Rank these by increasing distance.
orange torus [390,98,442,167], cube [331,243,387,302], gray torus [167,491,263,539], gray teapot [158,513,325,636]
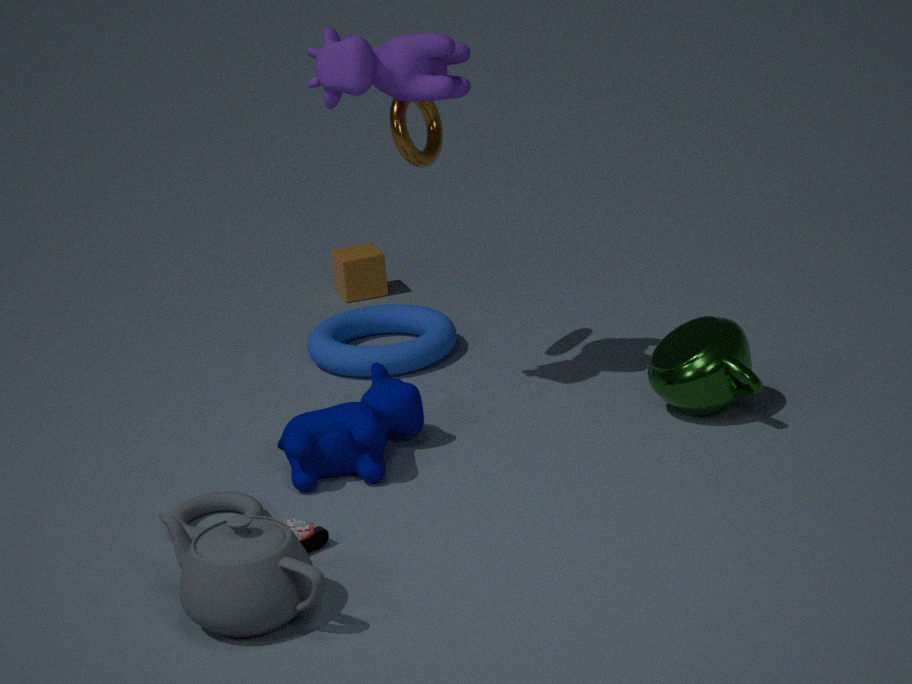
gray teapot [158,513,325,636] → gray torus [167,491,263,539] → orange torus [390,98,442,167] → cube [331,243,387,302]
